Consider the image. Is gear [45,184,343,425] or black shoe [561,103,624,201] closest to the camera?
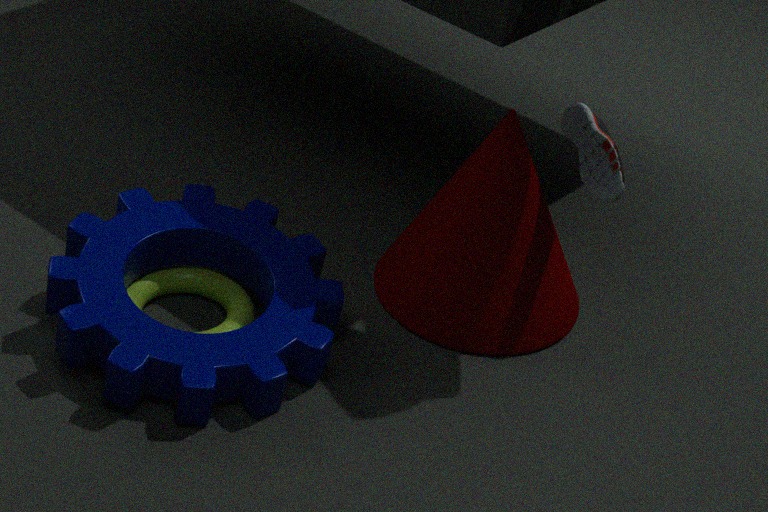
gear [45,184,343,425]
